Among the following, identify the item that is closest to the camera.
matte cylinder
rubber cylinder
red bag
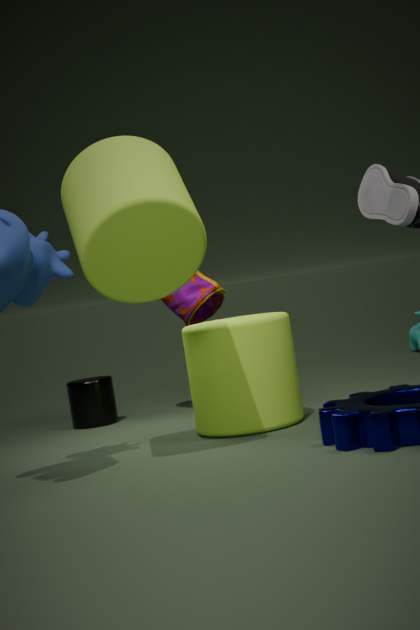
matte cylinder
